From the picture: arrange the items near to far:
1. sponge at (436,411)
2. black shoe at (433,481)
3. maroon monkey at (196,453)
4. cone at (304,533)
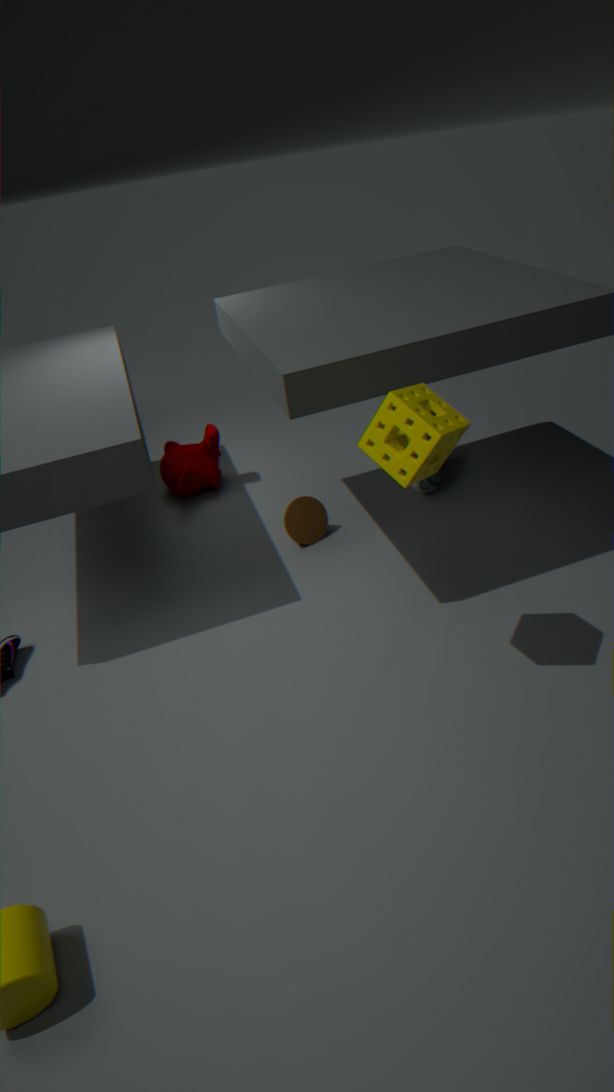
sponge at (436,411) < cone at (304,533) < black shoe at (433,481) < maroon monkey at (196,453)
